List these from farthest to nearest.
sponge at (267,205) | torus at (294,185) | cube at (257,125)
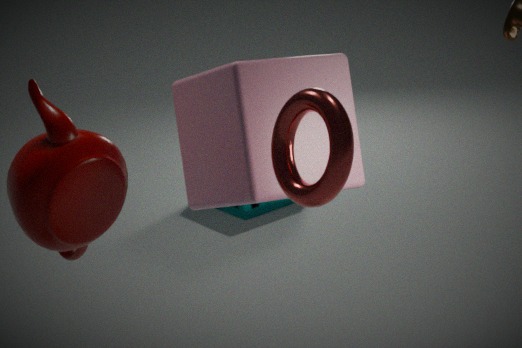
sponge at (267,205)
cube at (257,125)
torus at (294,185)
